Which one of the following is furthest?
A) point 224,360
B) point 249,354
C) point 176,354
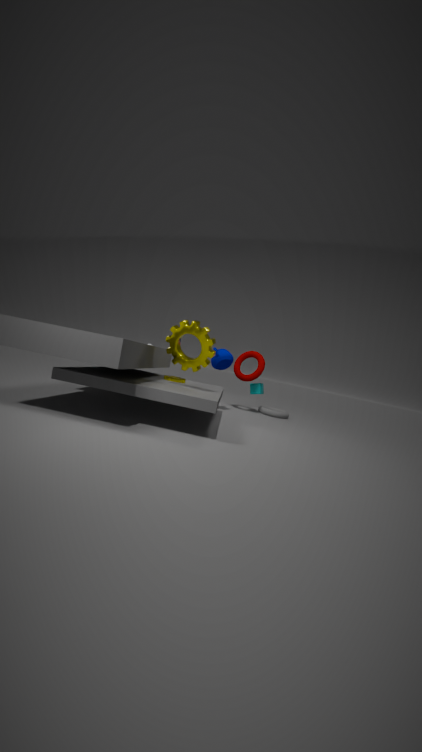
point 249,354
